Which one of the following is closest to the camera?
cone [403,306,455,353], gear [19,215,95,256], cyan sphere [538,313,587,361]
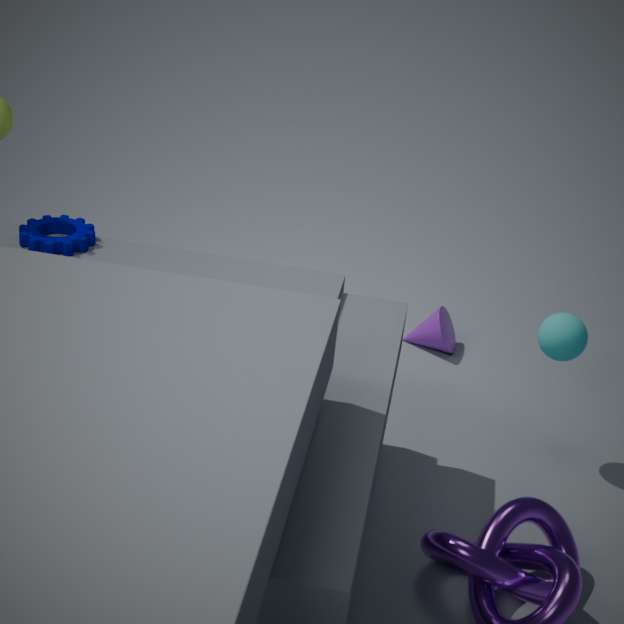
gear [19,215,95,256]
